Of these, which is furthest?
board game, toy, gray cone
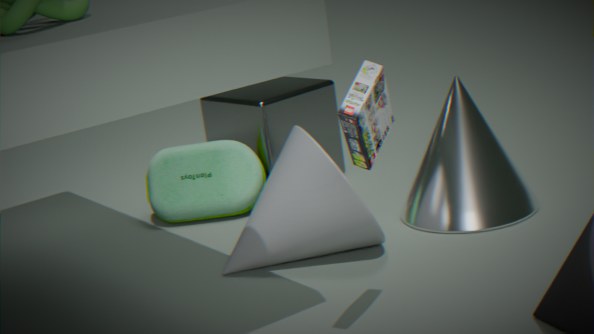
toy
